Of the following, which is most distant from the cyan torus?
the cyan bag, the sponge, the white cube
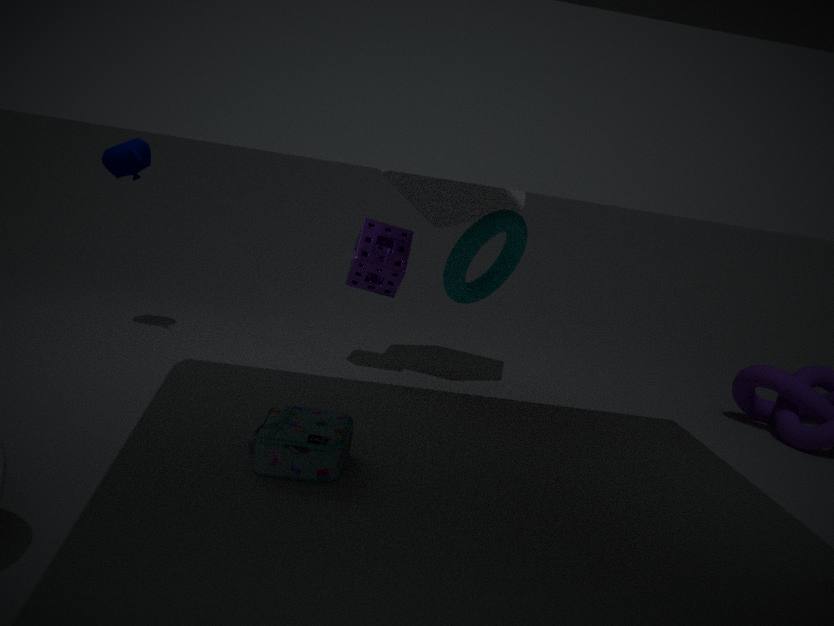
the sponge
